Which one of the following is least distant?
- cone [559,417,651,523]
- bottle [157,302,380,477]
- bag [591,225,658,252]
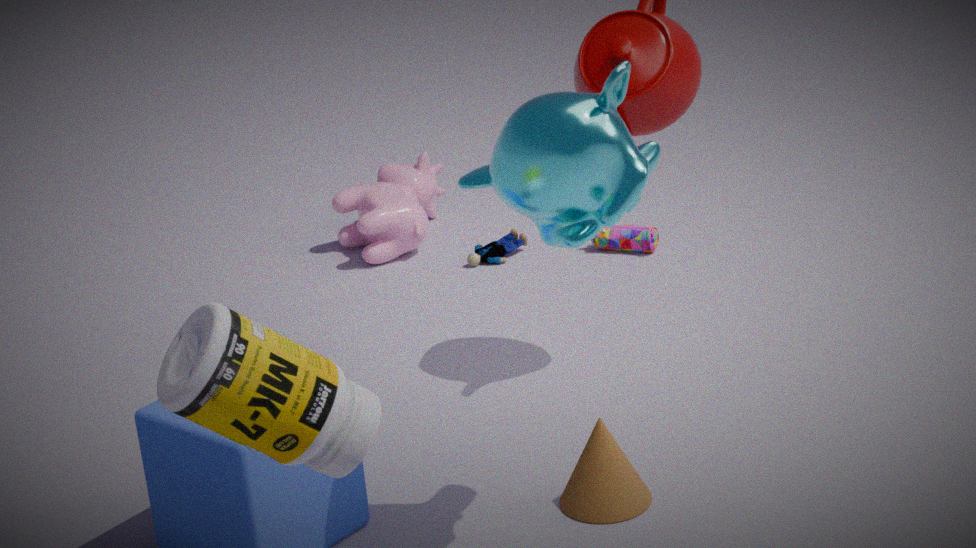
bottle [157,302,380,477]
